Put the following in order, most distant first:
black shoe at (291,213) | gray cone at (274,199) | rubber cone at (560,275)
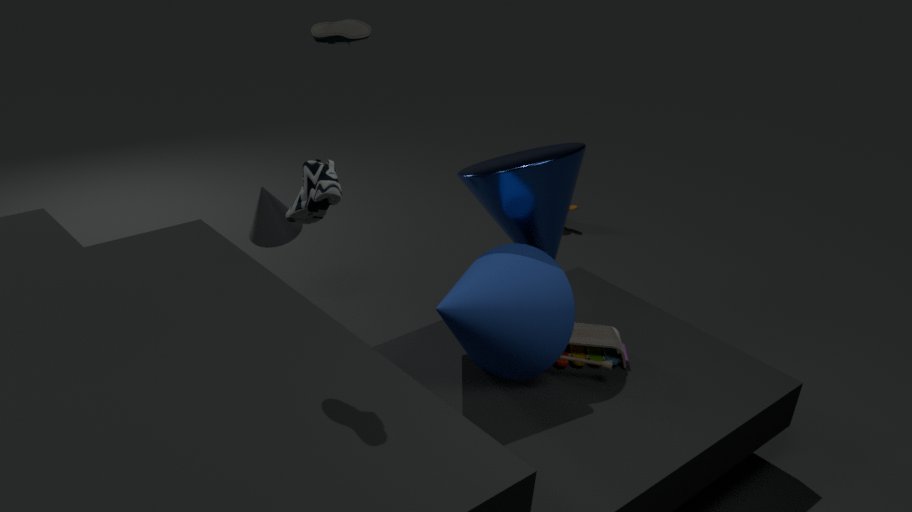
gray cone at (274,199) → rubber cone at (560,275) → black shoe at (291,213)
